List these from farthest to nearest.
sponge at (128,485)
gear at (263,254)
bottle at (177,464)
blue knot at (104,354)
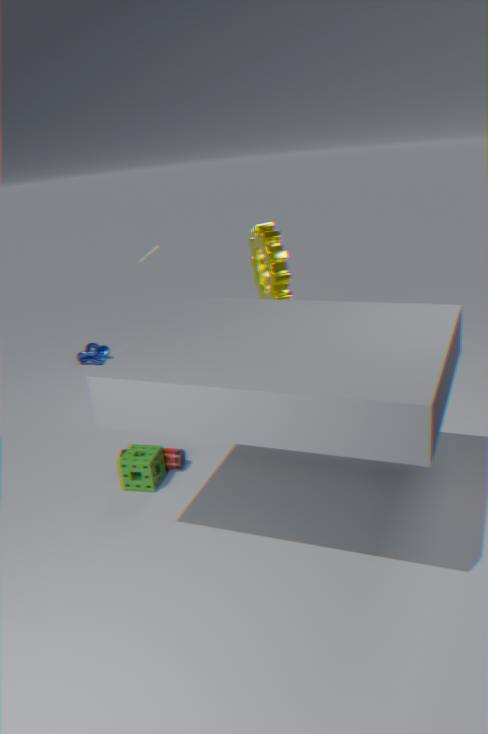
1. blue knot at (104,354)
2. gear at (263,254)
3. bottle at (177,464)
4. sponge at (128,485)
